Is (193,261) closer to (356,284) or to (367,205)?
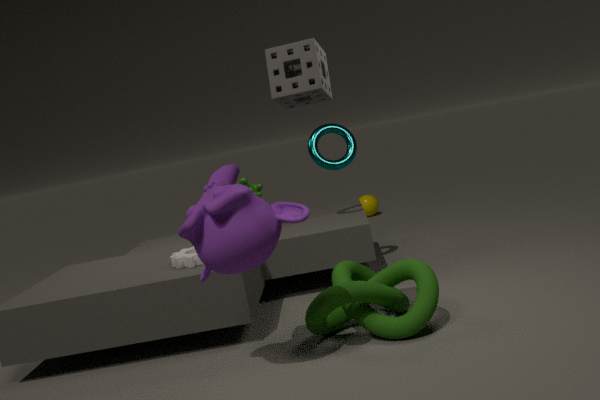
(356,284)
